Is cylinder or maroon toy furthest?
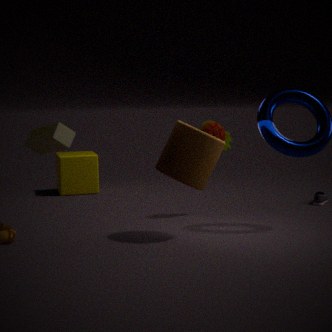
maroon toy
